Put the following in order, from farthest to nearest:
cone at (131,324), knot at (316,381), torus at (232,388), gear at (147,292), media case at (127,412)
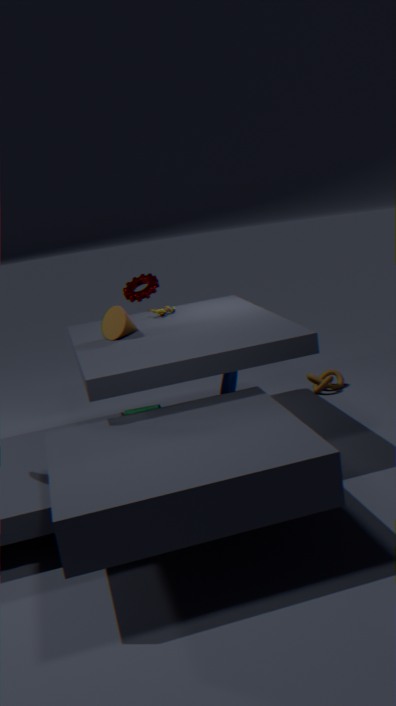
media case at (127,412)
gear at (147,292)
knot at (316,381)
cone at (131,324)
torus at (232,388)
